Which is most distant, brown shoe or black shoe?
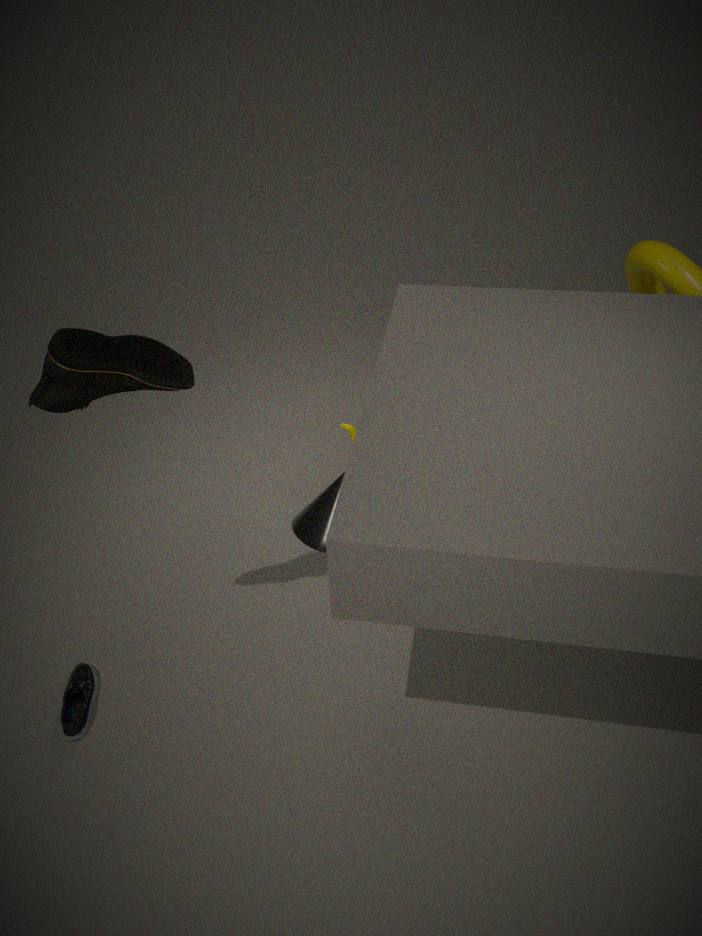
black shoe
